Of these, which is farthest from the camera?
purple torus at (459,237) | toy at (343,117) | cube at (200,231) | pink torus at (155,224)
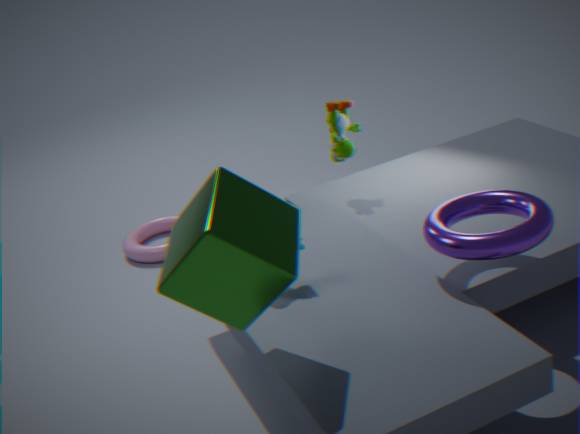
pink torus at (155,224)
